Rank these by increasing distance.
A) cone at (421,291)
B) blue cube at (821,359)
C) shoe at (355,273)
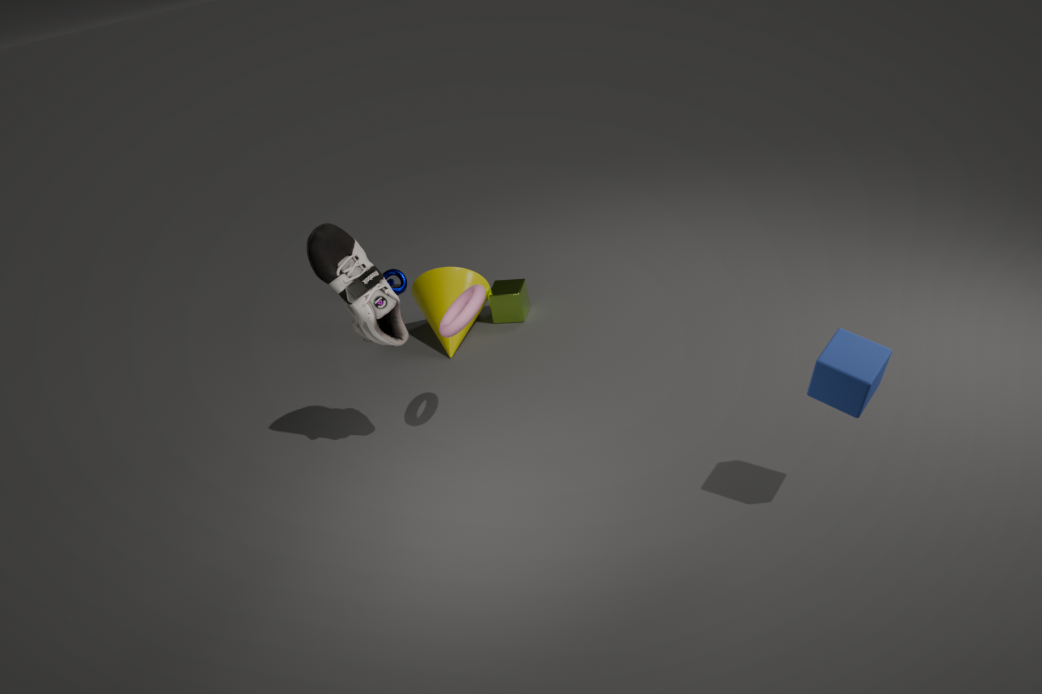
blue cube at (821,359), shoe at (355,273), cone at (421,291)
